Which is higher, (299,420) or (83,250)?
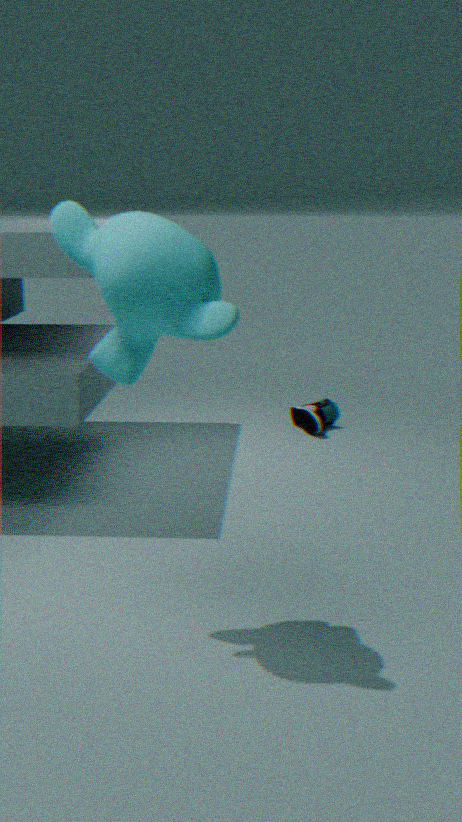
(83,250)
